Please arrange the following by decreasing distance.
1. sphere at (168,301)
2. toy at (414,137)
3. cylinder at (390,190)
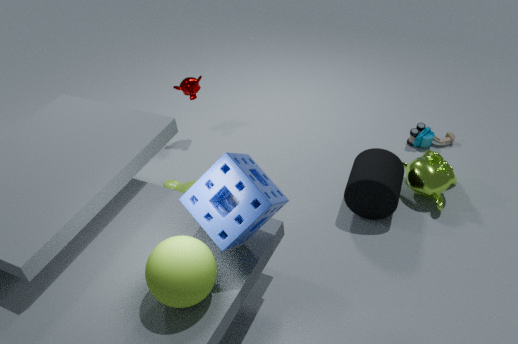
toy at (414,137) < cylinder at (390,190) < sphere at (168,301)
